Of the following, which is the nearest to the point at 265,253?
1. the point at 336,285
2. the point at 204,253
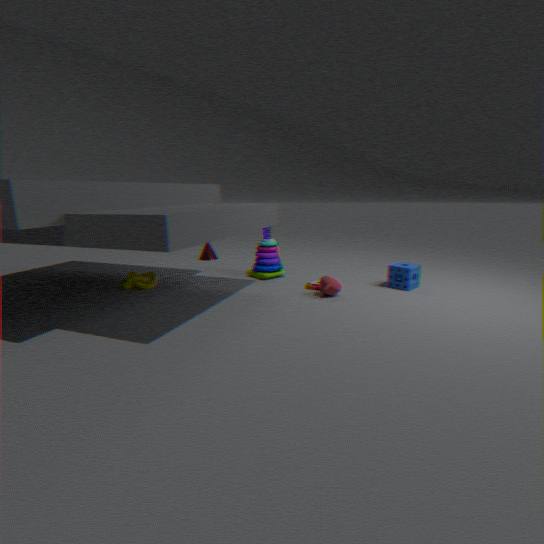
the point at 336,285
